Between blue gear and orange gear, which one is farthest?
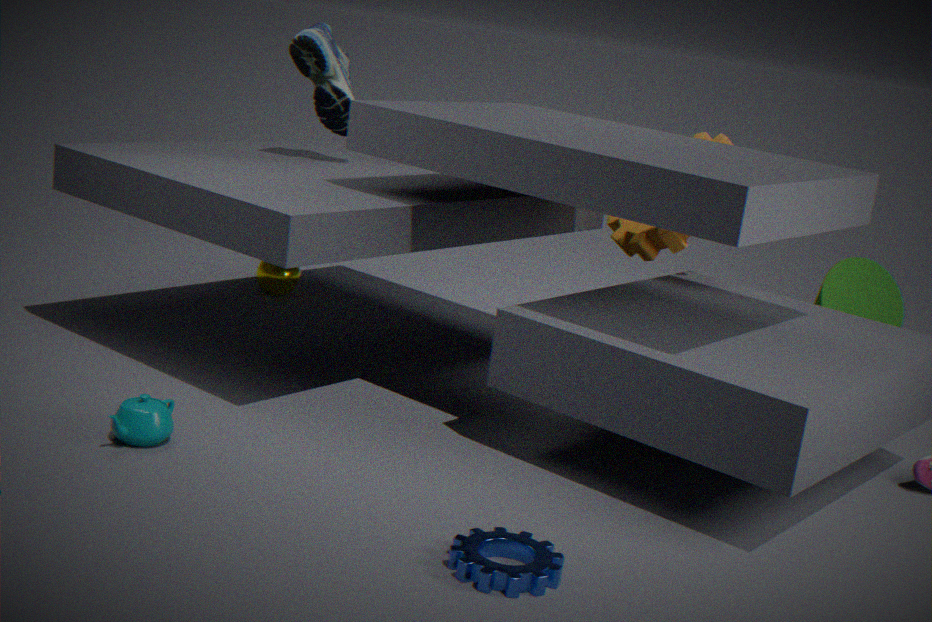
orange gear
